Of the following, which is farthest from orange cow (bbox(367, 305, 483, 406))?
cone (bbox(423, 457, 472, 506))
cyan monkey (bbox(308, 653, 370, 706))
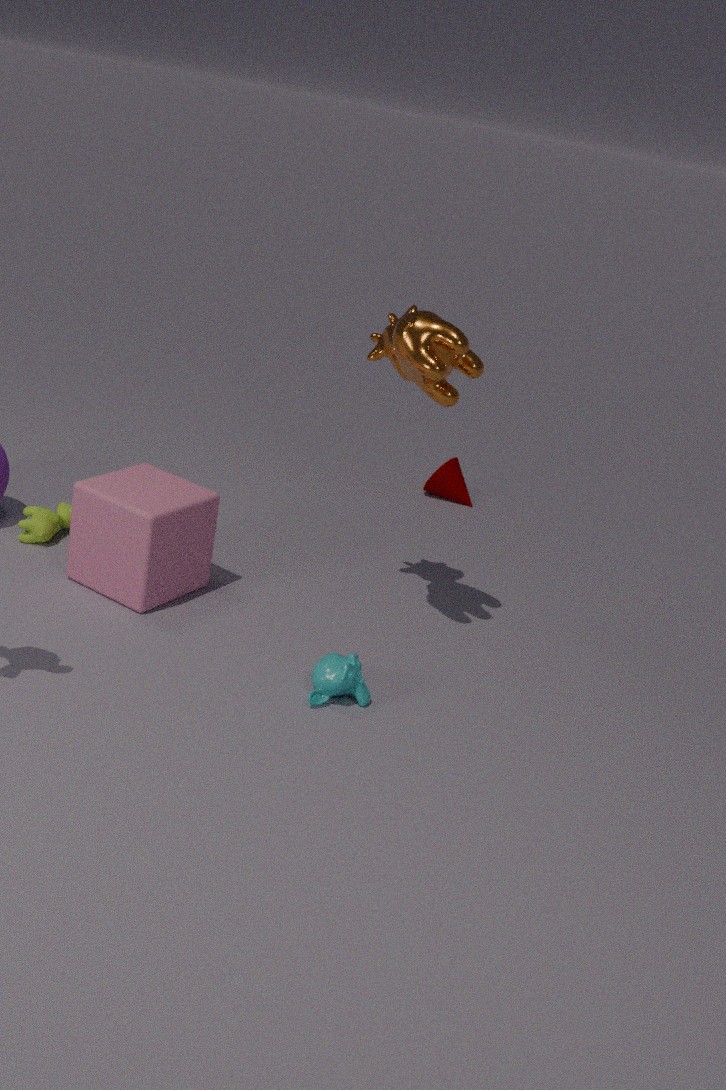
A: cone (bbox(423, 457, 472, 506))
